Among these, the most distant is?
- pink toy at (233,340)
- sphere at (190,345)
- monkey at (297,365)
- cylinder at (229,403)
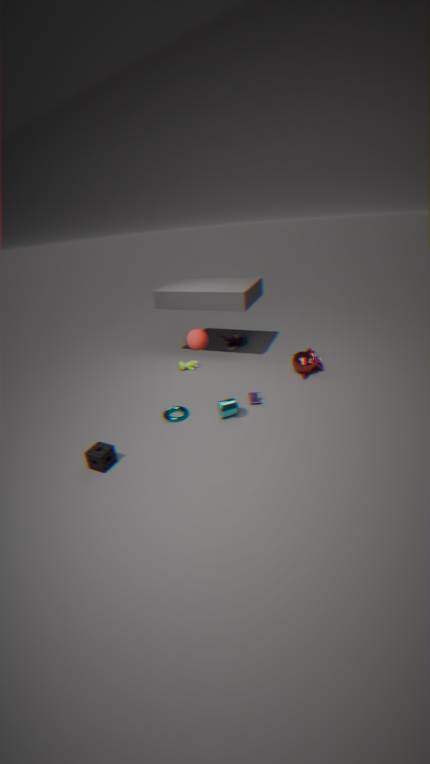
pink toy at (233,340)
